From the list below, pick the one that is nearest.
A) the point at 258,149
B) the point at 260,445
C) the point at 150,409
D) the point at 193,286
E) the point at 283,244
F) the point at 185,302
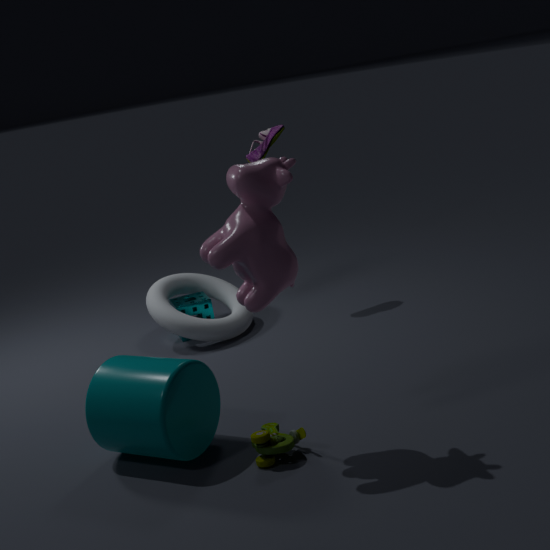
the point at 283,244
